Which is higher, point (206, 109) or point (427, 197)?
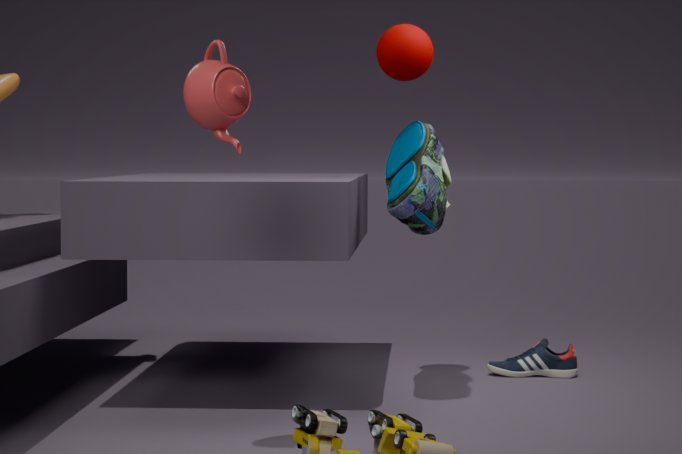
point (206, 109)
